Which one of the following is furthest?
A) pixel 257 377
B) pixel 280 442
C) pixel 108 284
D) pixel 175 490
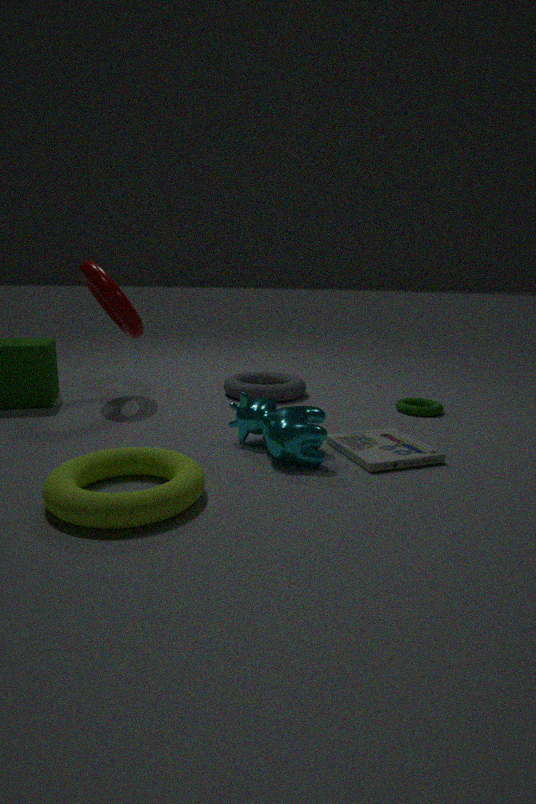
pixel 257 377
